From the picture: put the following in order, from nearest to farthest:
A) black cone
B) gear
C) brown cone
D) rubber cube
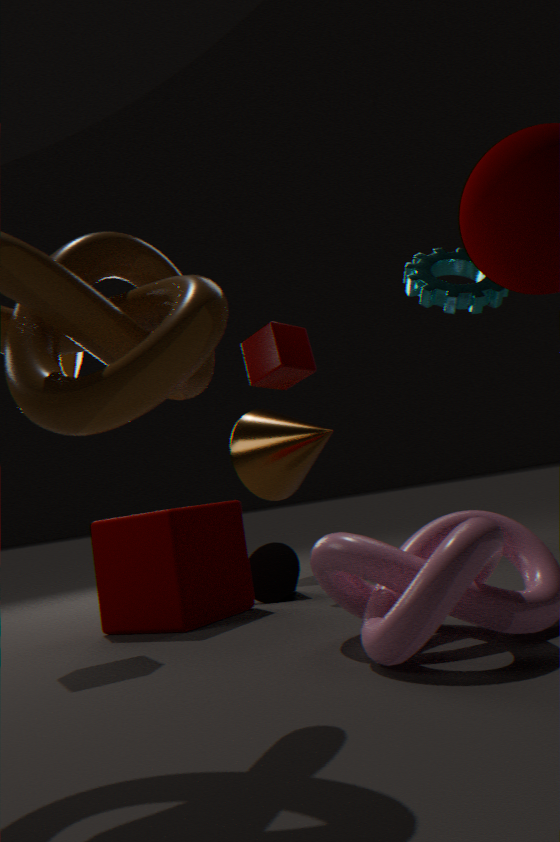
gear
rubber cube
black cone
brown cone
